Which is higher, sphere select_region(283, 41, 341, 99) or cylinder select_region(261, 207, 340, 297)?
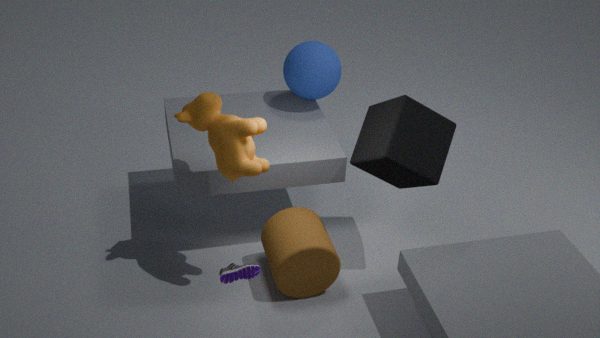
sphere select_region(283, 41, 341, 99)
